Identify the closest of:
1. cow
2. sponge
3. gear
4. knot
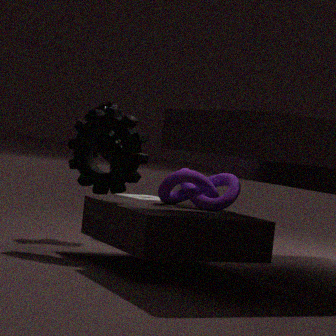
gear
